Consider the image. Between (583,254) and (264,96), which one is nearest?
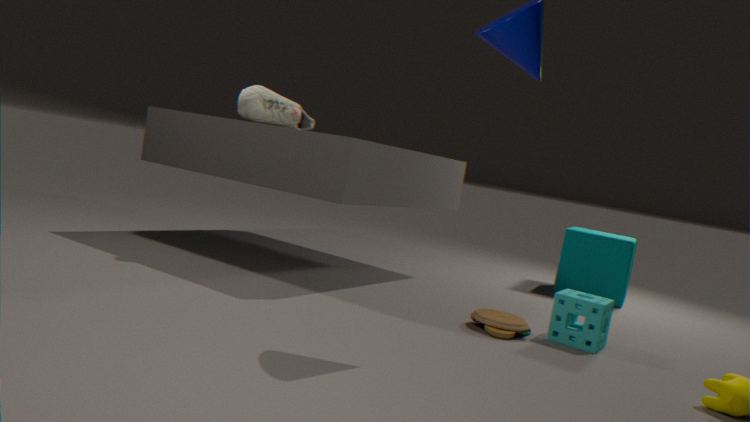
(264,96)
